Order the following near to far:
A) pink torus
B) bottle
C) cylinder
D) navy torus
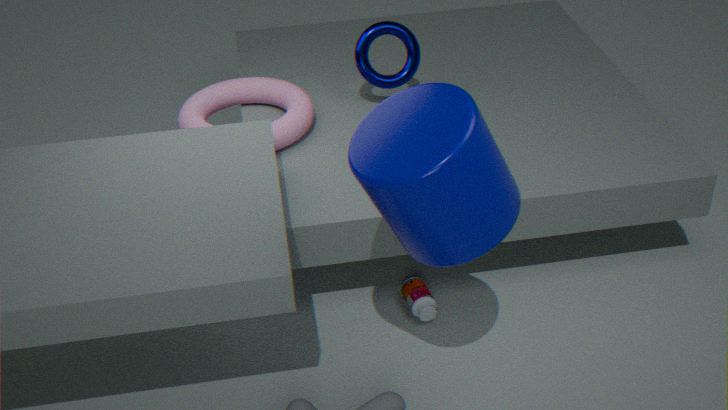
1. cylinder
2. bottle
3. pink torus
4. navy torus
